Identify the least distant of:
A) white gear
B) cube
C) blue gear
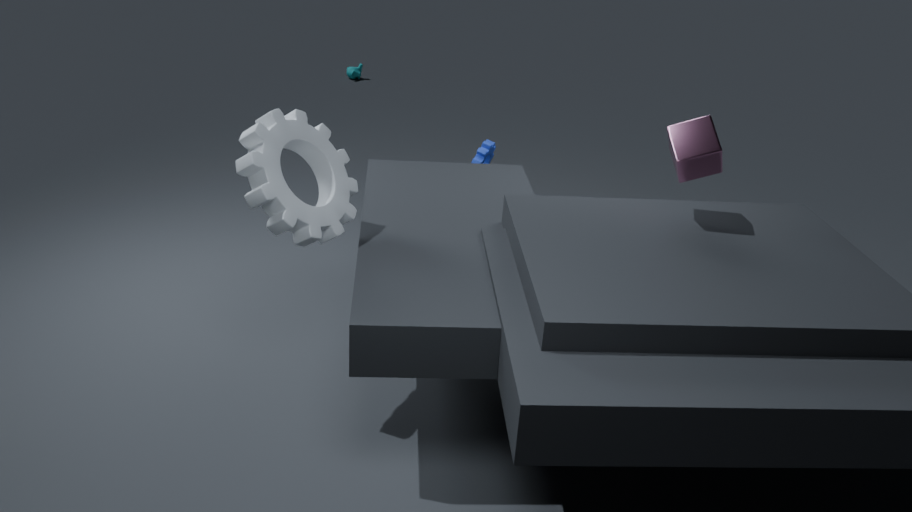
white gear
